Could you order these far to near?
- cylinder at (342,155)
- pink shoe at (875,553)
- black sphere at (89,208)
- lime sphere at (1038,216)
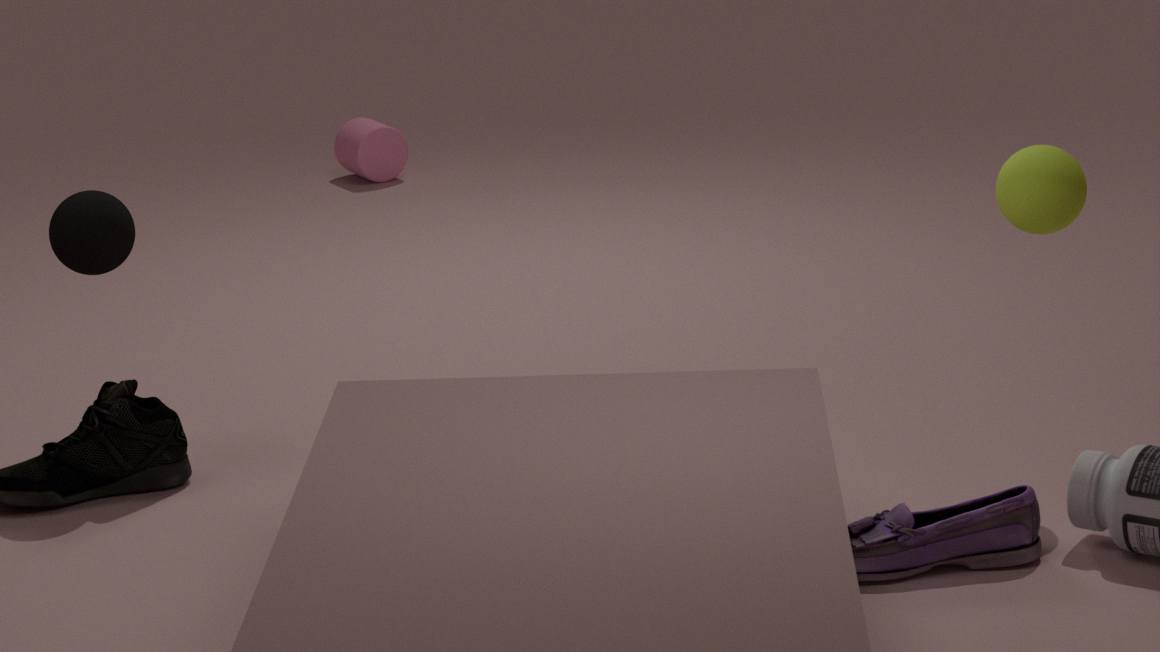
cylinder at (342,155) → black sphere at (89,208) → lime sphere at (1038,216) → pink shoe at (875,553)
